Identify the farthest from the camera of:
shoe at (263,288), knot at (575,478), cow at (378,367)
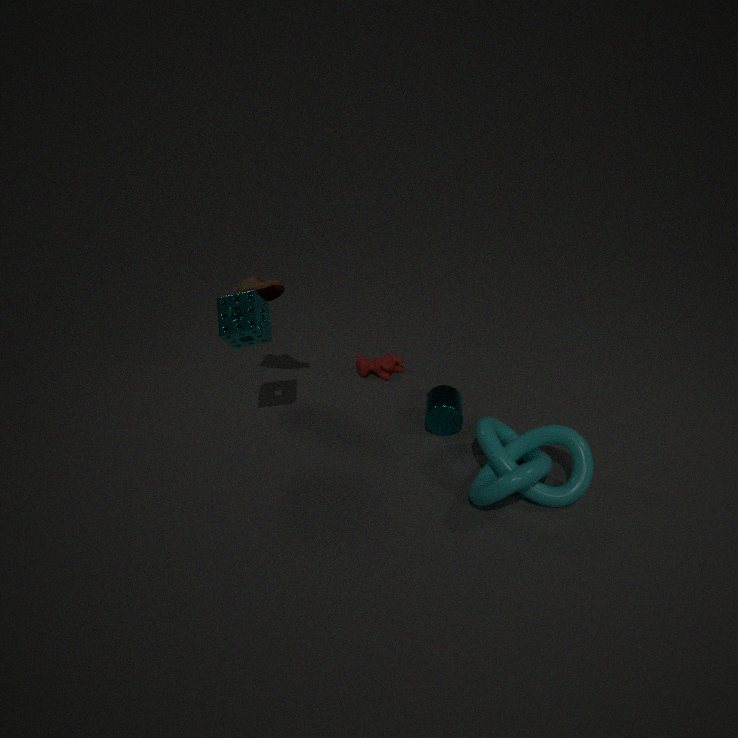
cow at (378,367)
